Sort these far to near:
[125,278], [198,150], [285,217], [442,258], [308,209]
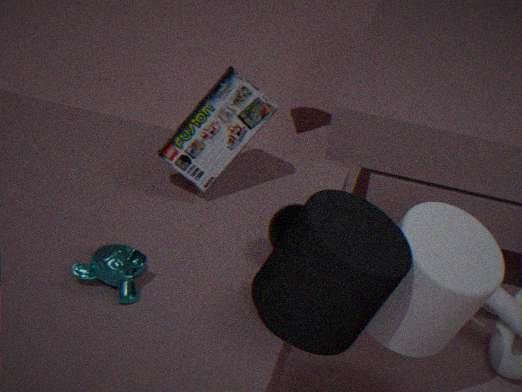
[198,150] → [285,217] → [442,258] → [125,278] → [308,209]
